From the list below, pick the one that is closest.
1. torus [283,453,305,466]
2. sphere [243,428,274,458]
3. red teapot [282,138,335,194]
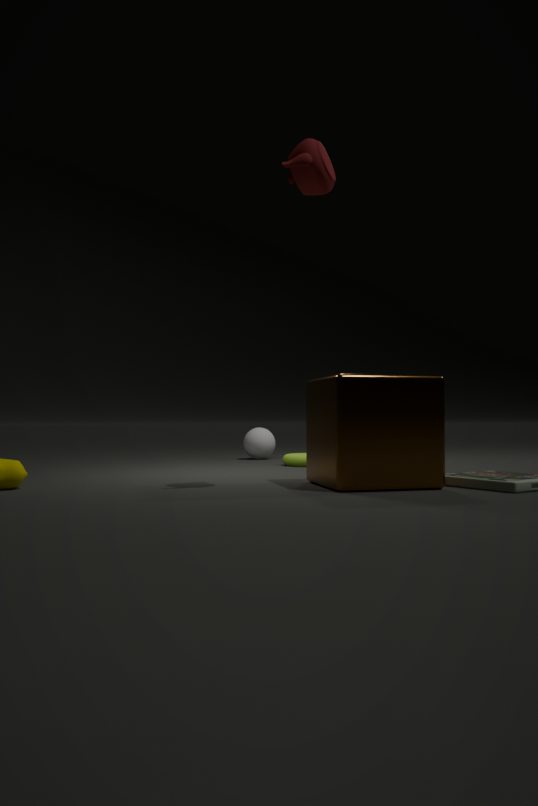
red teapot [282,138,335,194]
